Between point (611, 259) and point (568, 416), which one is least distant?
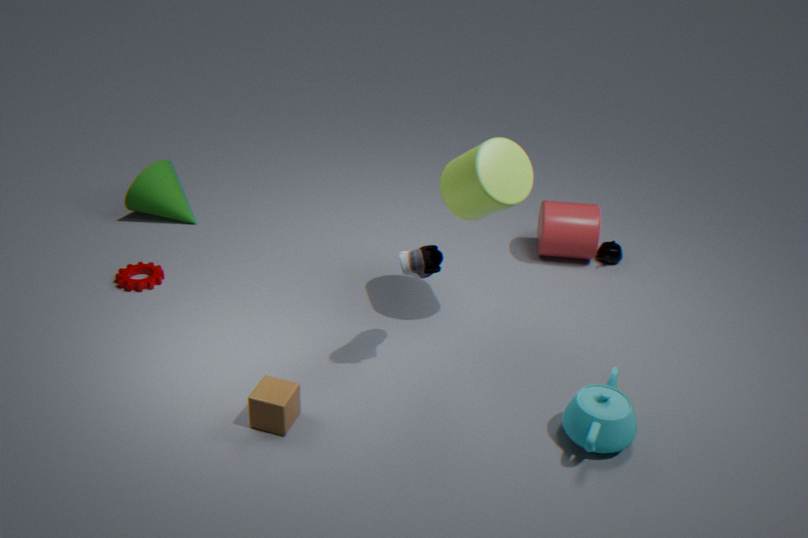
point (568, 416)
